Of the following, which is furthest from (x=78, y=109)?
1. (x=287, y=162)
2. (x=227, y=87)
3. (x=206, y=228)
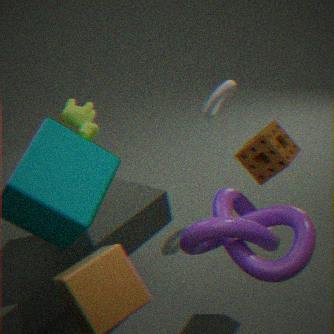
(x=206, y=228)
